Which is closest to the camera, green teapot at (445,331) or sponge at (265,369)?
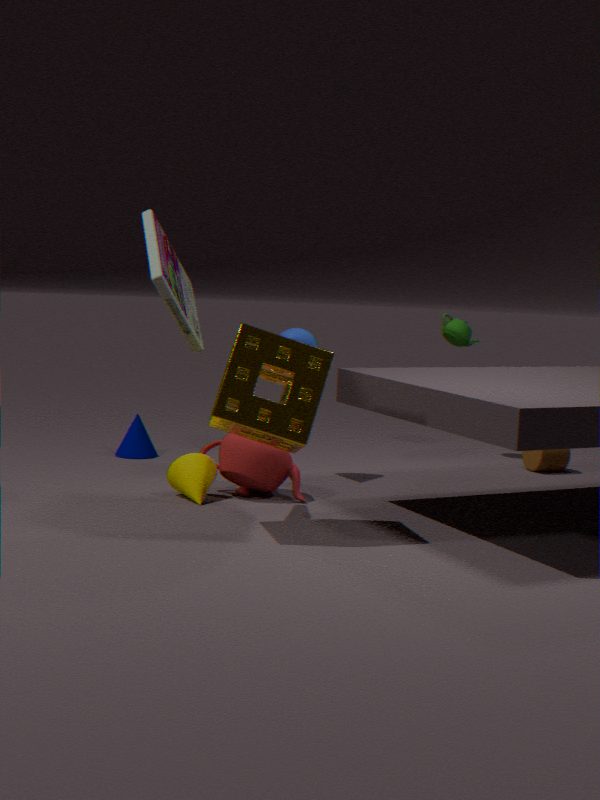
sponge at (265,369)
